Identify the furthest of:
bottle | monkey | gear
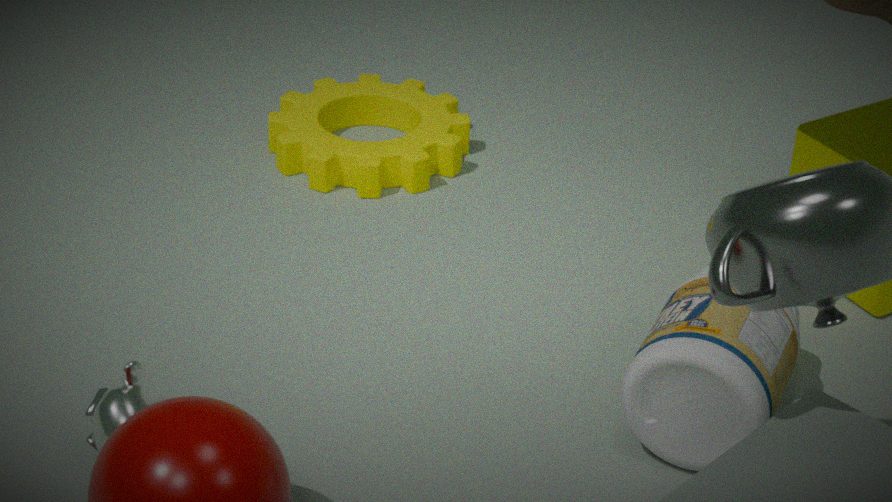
gear
